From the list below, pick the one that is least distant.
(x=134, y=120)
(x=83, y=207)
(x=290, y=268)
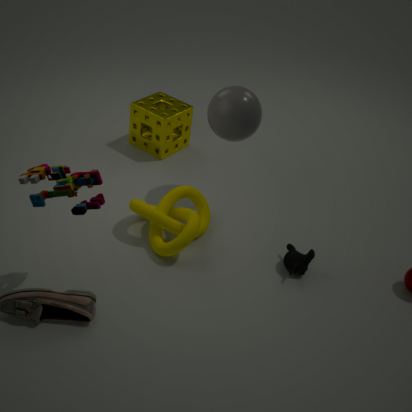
(x=83, y=207)
